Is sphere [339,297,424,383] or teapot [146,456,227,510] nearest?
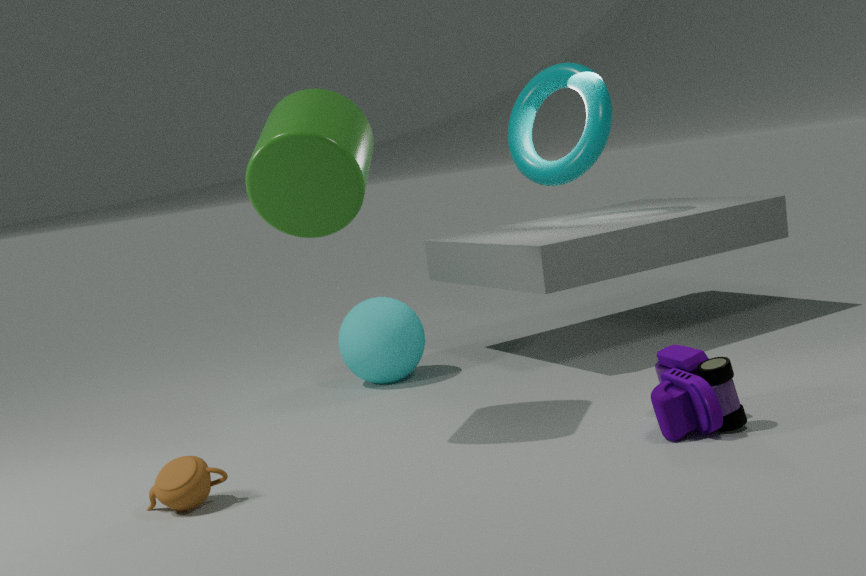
teapot [146,456,227,510]
